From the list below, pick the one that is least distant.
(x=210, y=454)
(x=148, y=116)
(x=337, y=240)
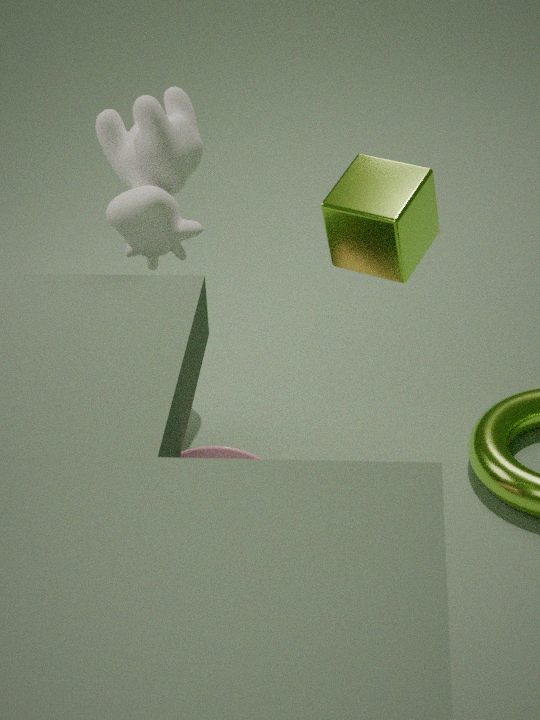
(x=337, y=240)
